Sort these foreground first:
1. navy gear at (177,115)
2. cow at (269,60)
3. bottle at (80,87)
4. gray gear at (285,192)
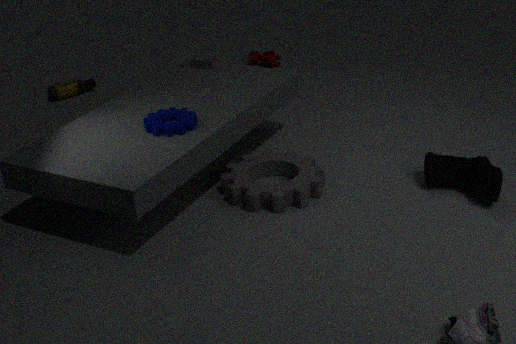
1. navy gear at (177,115)
2. gray gear at (285,192)
3. bottle at (80,87)
4. cow at (269,60)
